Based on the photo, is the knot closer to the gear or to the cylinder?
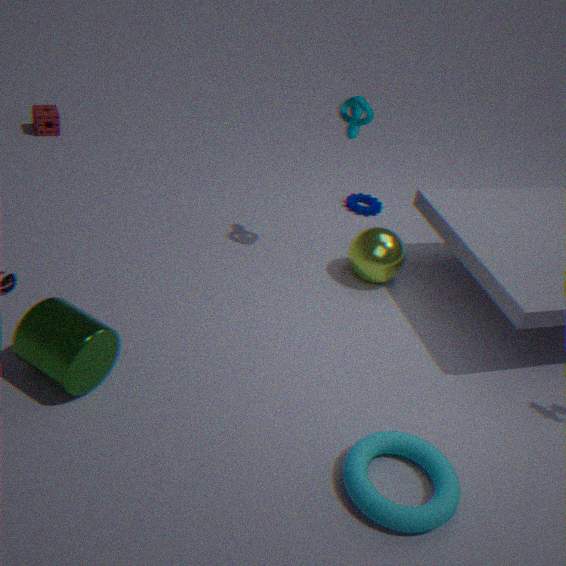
the gear
